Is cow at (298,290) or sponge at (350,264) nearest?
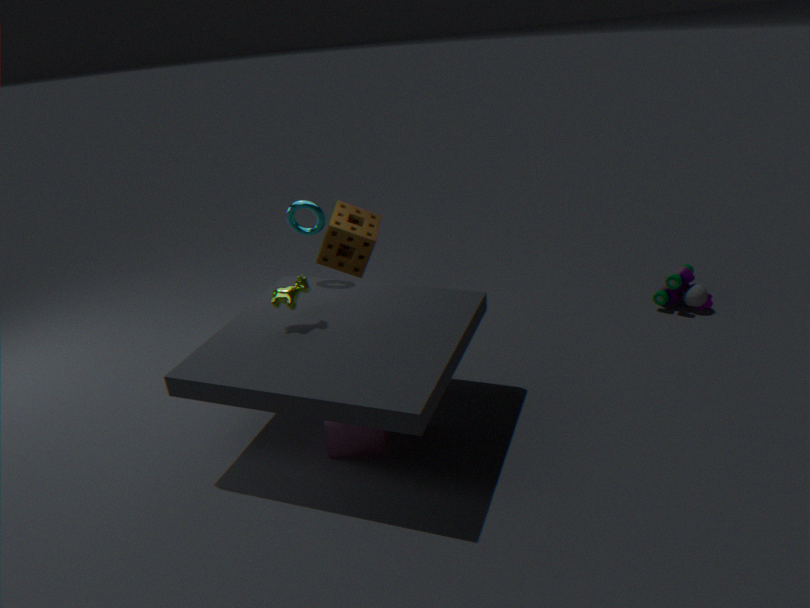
cow at (298,290)
